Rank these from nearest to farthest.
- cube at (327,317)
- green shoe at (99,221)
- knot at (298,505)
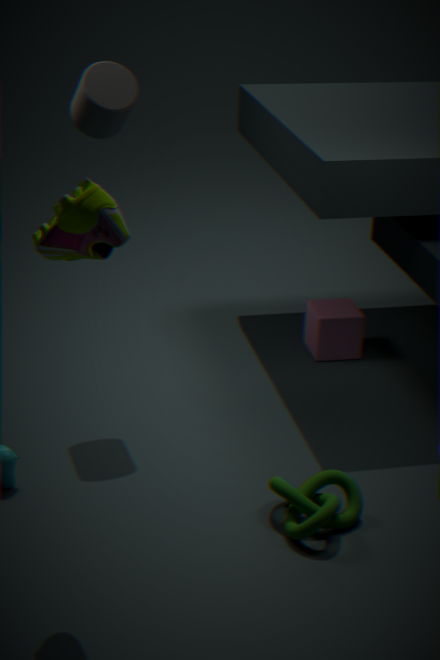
1. green shoe at (99,221)
2. knot at (298,505)
3. cube at (327,317)
